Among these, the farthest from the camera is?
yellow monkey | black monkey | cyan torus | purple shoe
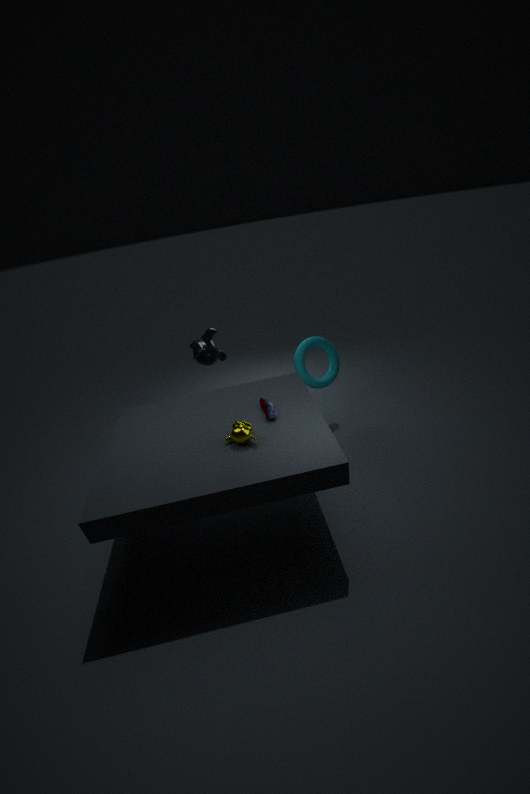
black monkey
